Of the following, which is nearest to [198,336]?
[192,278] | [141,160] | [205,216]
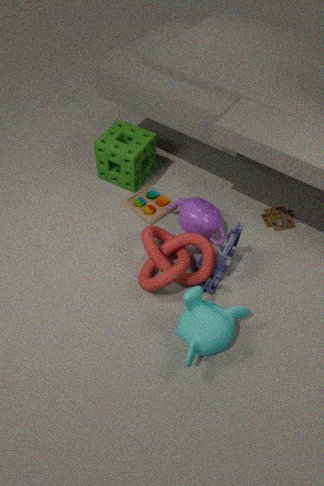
[192,278]
